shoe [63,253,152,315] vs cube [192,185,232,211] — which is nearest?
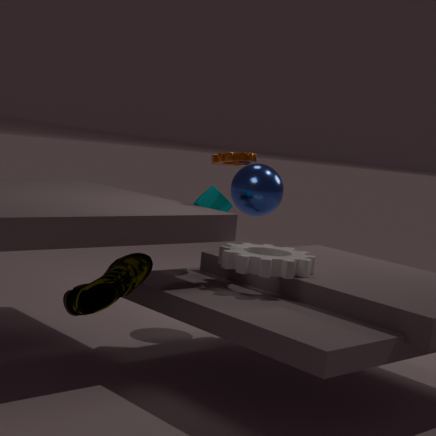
shoe [63,253,152,315]
